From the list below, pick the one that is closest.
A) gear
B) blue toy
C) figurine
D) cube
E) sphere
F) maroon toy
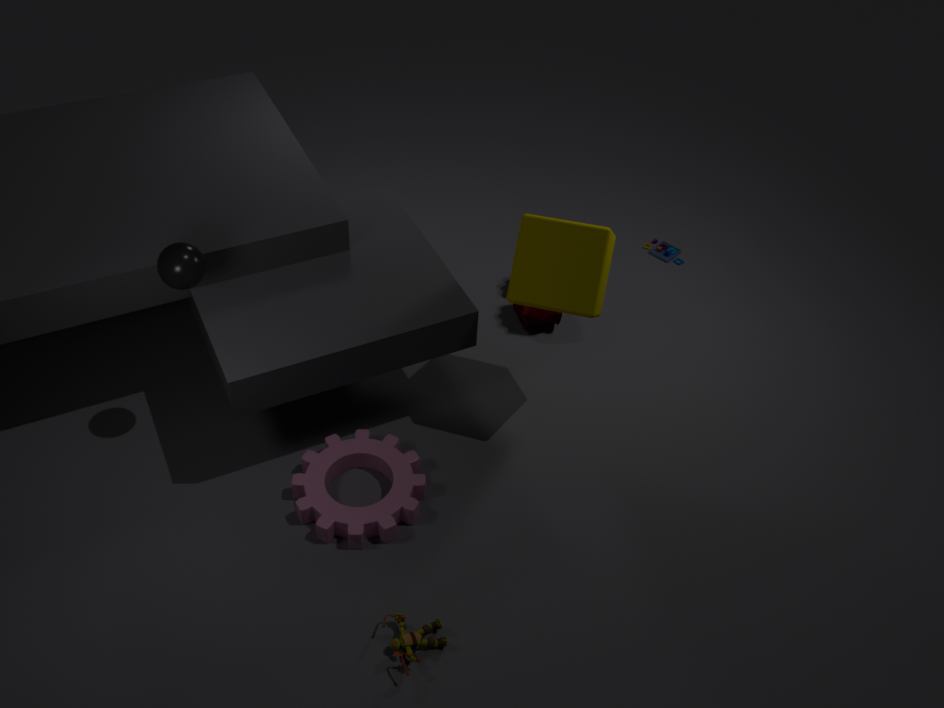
figurine
